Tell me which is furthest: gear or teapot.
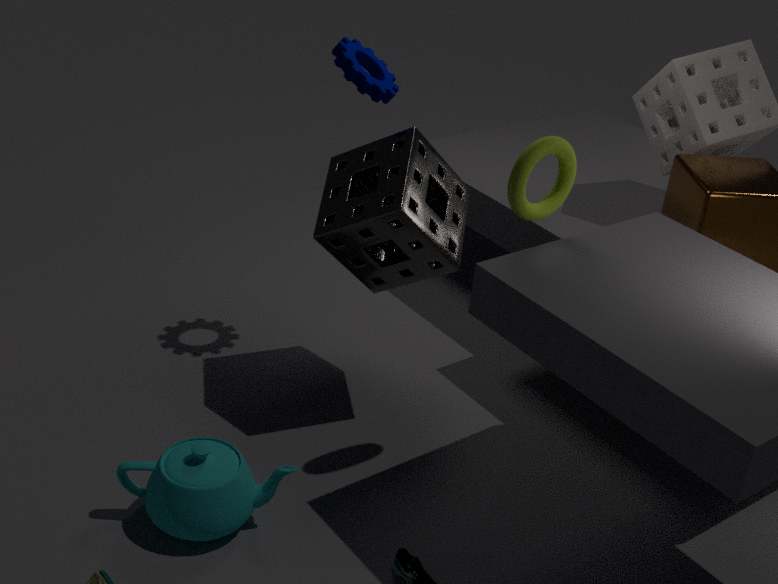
gear
